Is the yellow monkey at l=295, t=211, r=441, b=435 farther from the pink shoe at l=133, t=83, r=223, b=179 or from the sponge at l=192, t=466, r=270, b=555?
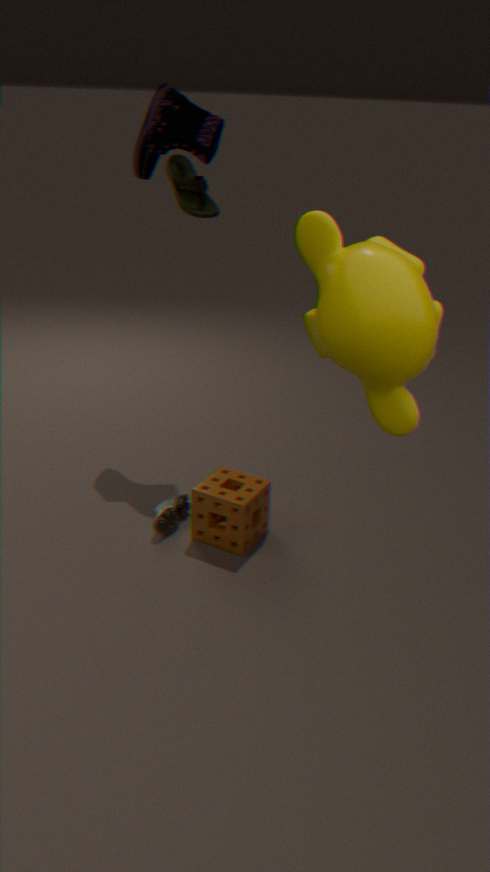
the pink shoe at l=133, t=83, r=223, b=179
